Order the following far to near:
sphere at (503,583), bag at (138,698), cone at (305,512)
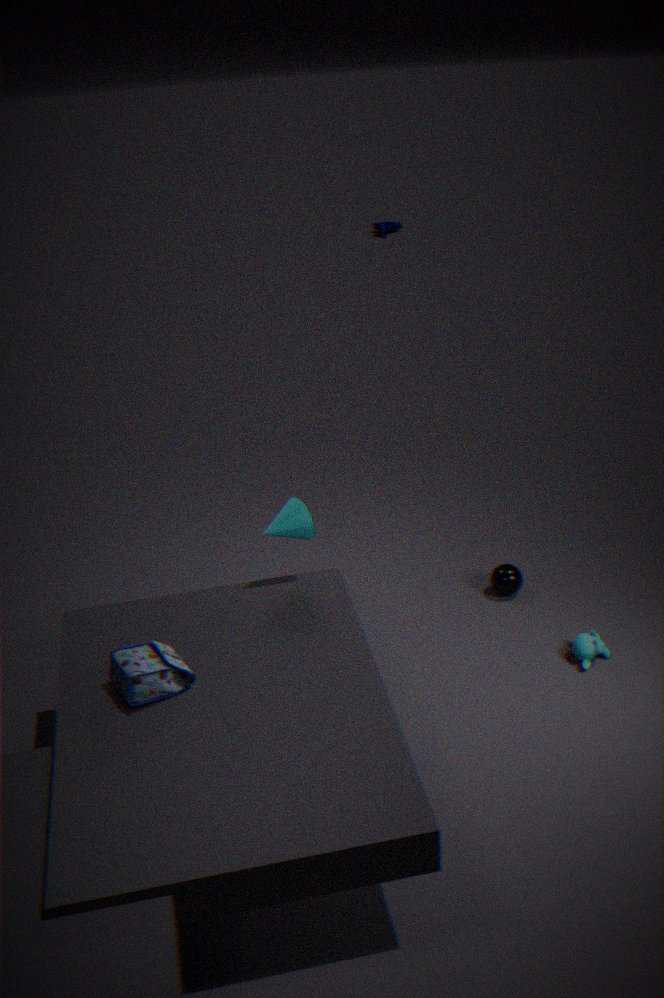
sphere at (503,583) < cone at (305,512) < bag at (138,698)
